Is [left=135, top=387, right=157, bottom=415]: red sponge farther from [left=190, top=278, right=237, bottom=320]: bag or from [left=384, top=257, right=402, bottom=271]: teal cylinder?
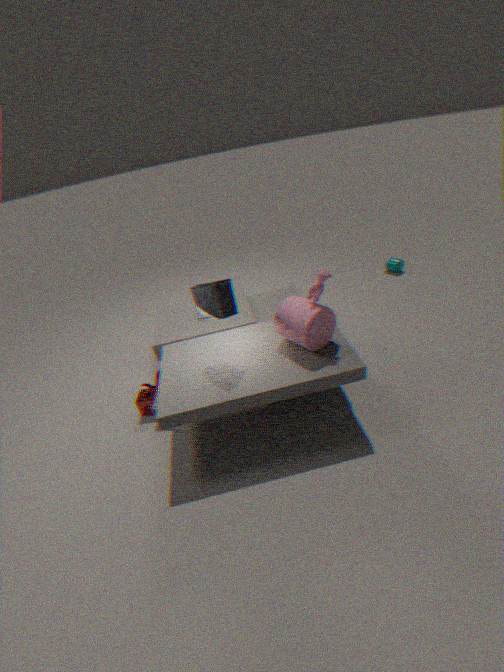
[left=384, top=257, right=402, bottom=271]: teal cylinder
